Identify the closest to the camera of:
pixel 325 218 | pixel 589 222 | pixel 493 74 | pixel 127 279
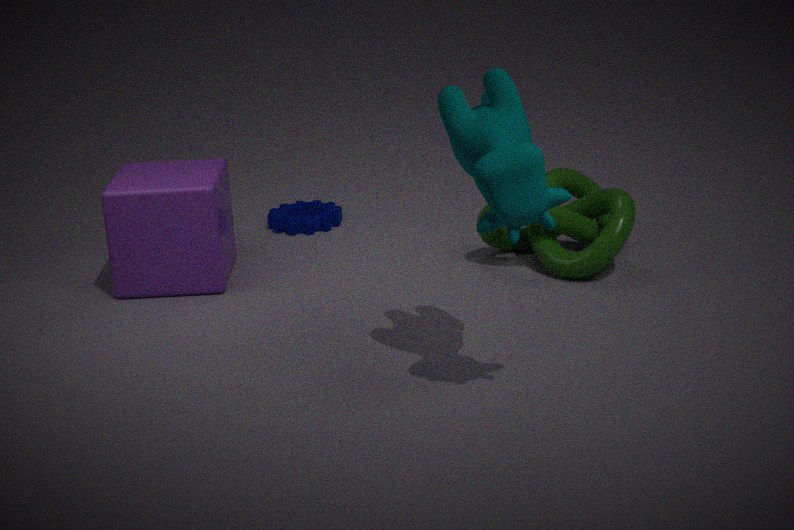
pixel 493 74
